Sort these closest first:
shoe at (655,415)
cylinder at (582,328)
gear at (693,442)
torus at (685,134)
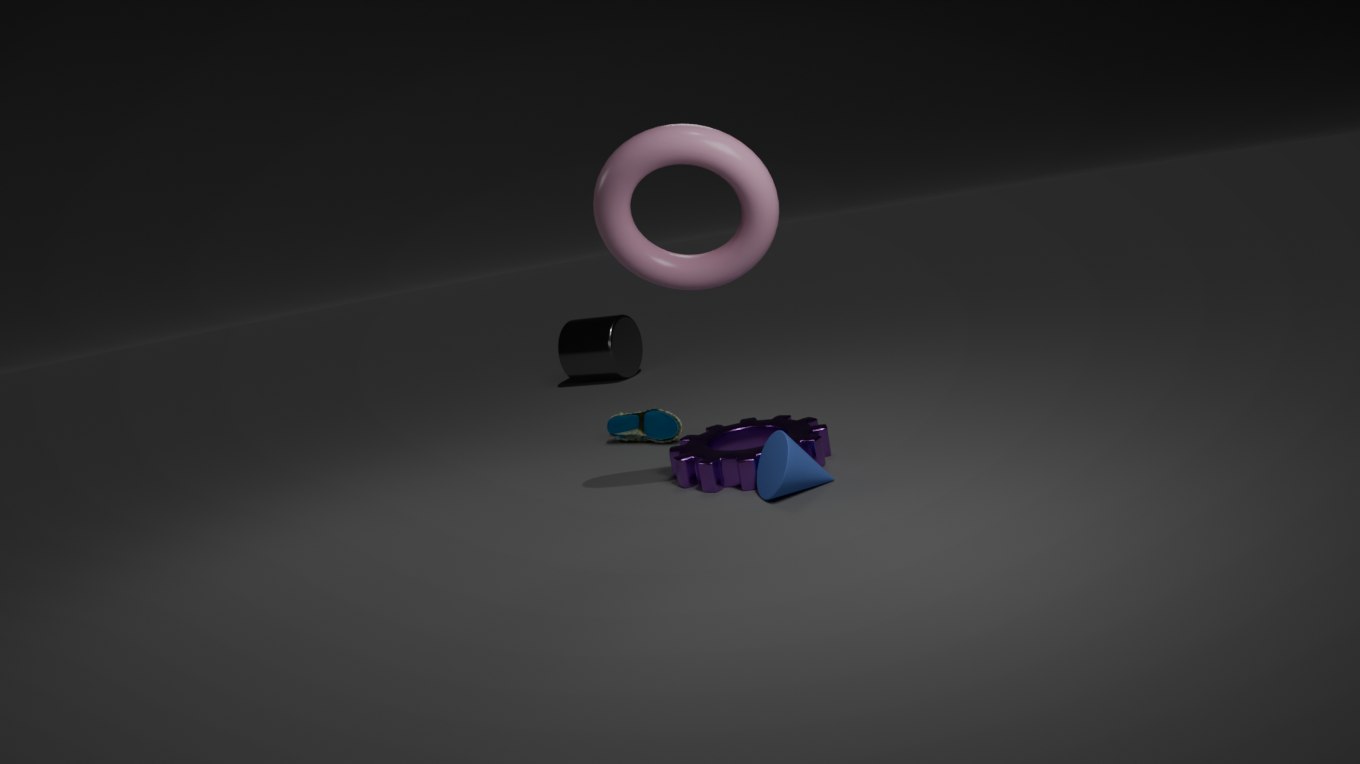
torus at (685,134), gear at (693,442), shoe at (655,415), cylinder at (582,328)
